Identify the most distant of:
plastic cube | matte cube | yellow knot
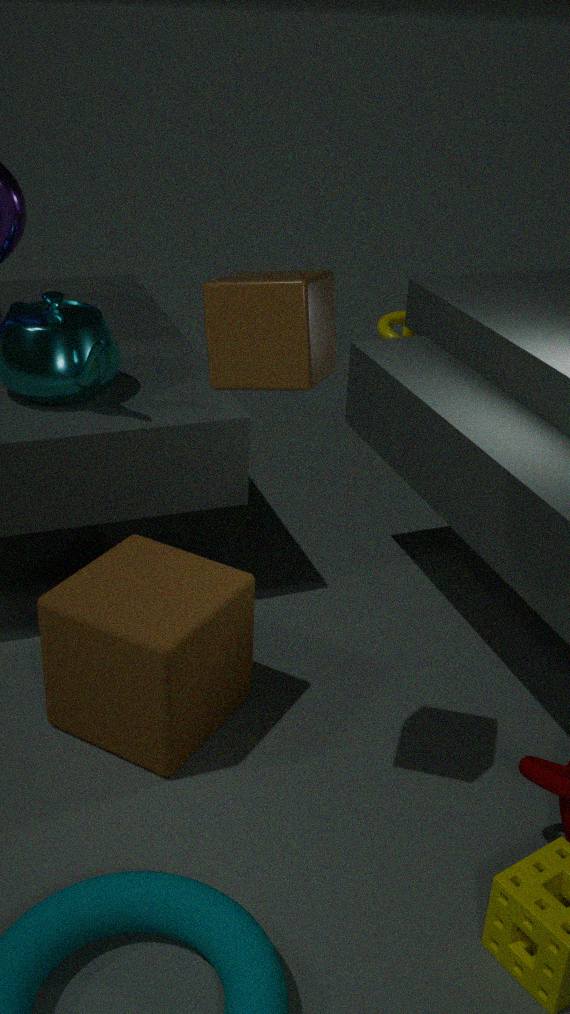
yellow knot
